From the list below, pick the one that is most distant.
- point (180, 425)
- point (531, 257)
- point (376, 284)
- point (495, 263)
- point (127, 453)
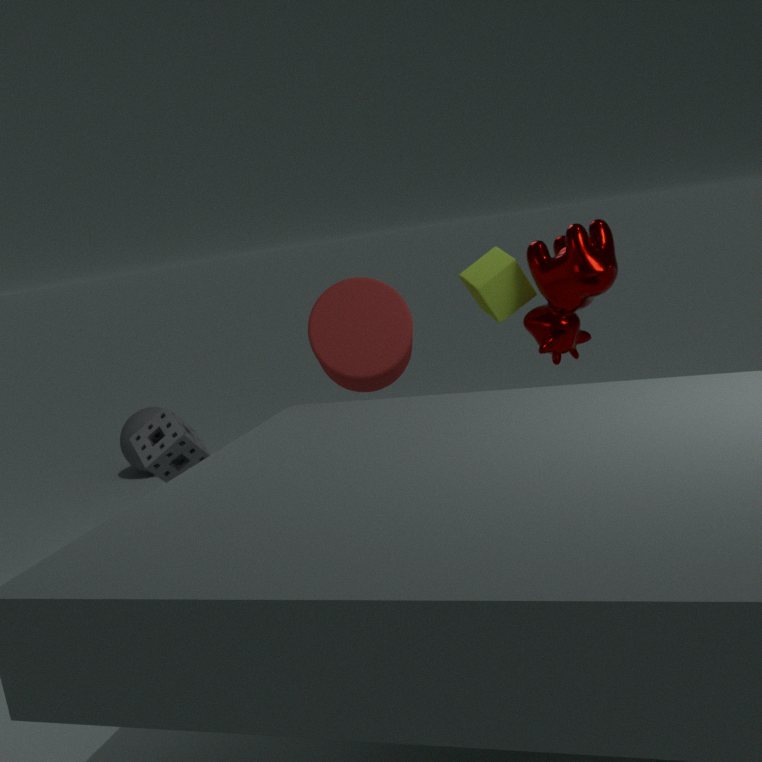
point (127, 453)
